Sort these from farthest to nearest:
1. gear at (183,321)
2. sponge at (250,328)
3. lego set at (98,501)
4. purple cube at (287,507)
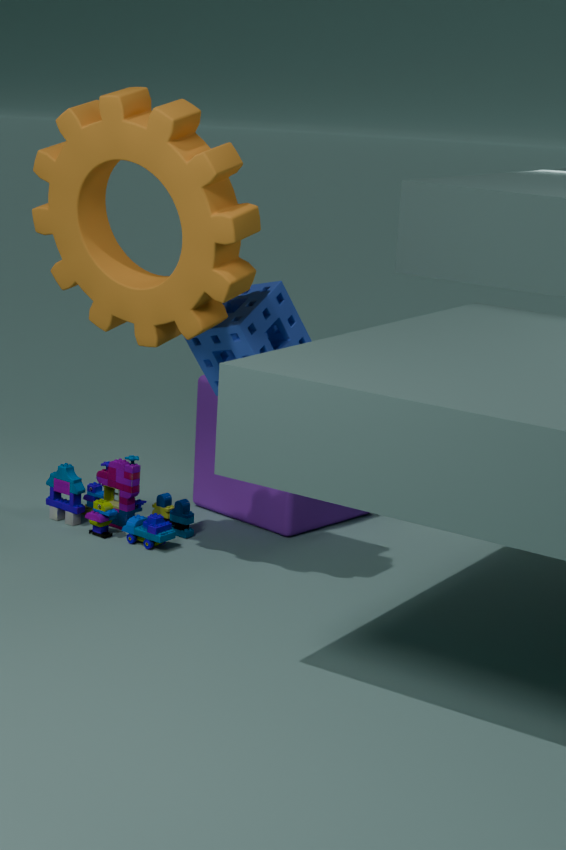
purple cube at (287,507)
lego set at (98,501)
sponge at (250,328)
gear at (183,321)
